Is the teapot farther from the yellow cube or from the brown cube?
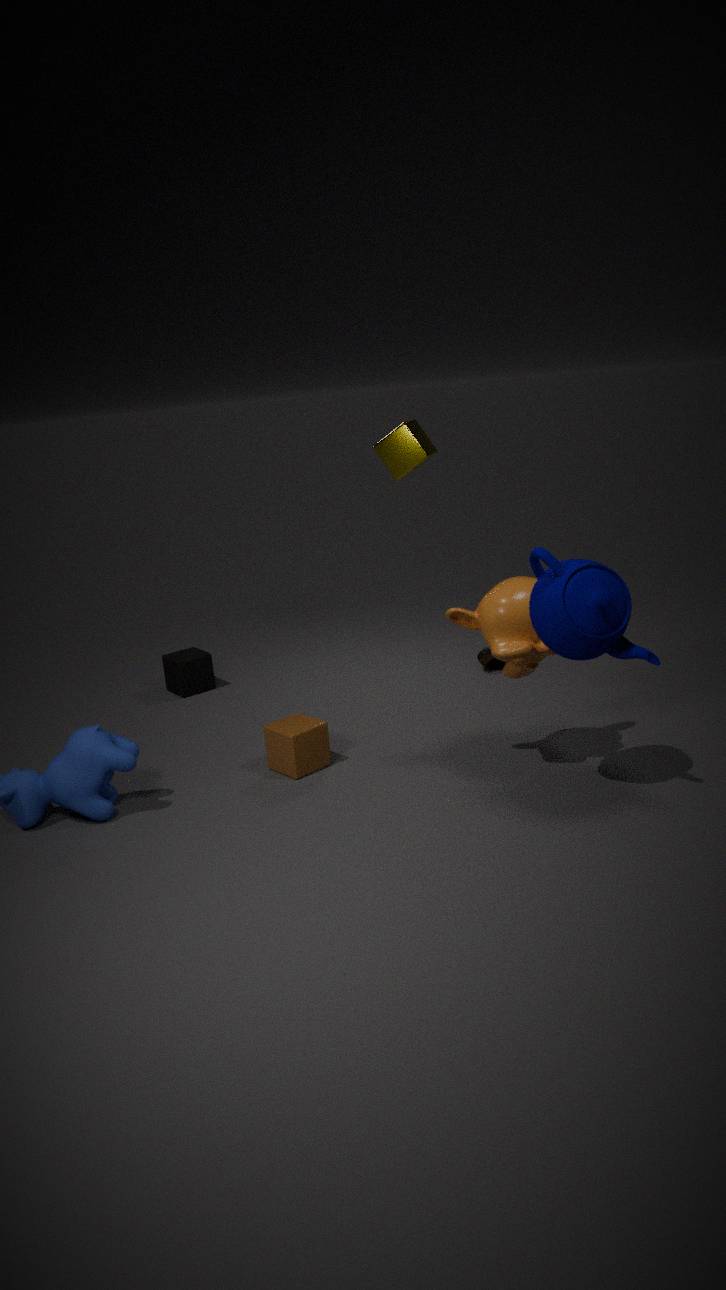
the yellow cube
